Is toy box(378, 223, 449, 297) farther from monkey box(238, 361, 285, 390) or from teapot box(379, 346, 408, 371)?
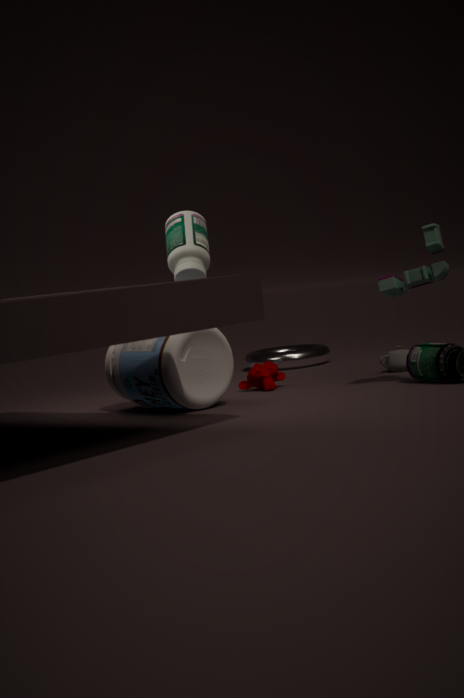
monkey box(238, 361, 285, 390)
